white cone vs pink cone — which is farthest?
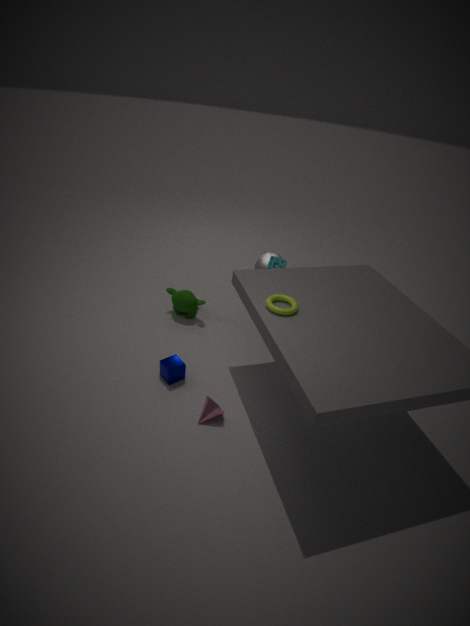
white cone
